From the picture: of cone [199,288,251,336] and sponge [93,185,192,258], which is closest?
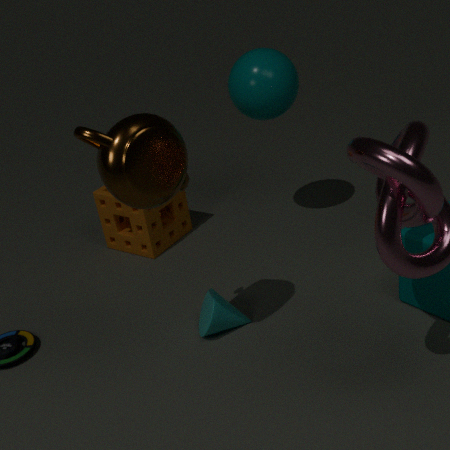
cone [199,288,251,336]
